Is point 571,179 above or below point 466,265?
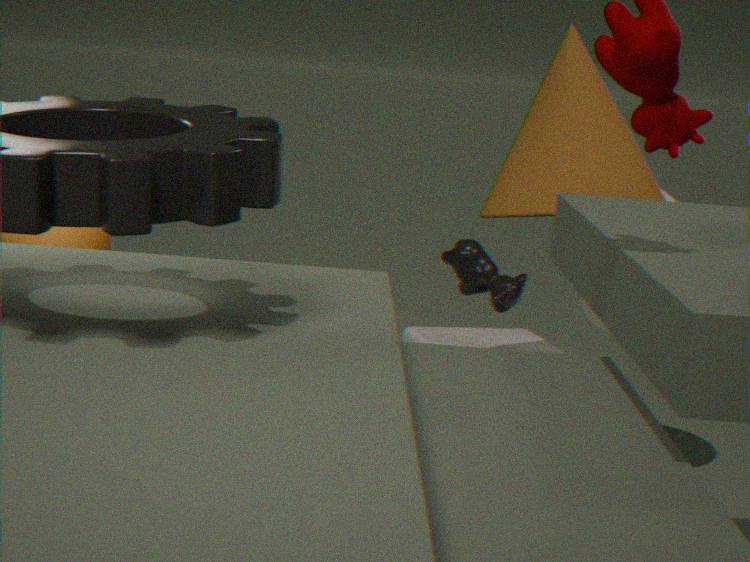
above
